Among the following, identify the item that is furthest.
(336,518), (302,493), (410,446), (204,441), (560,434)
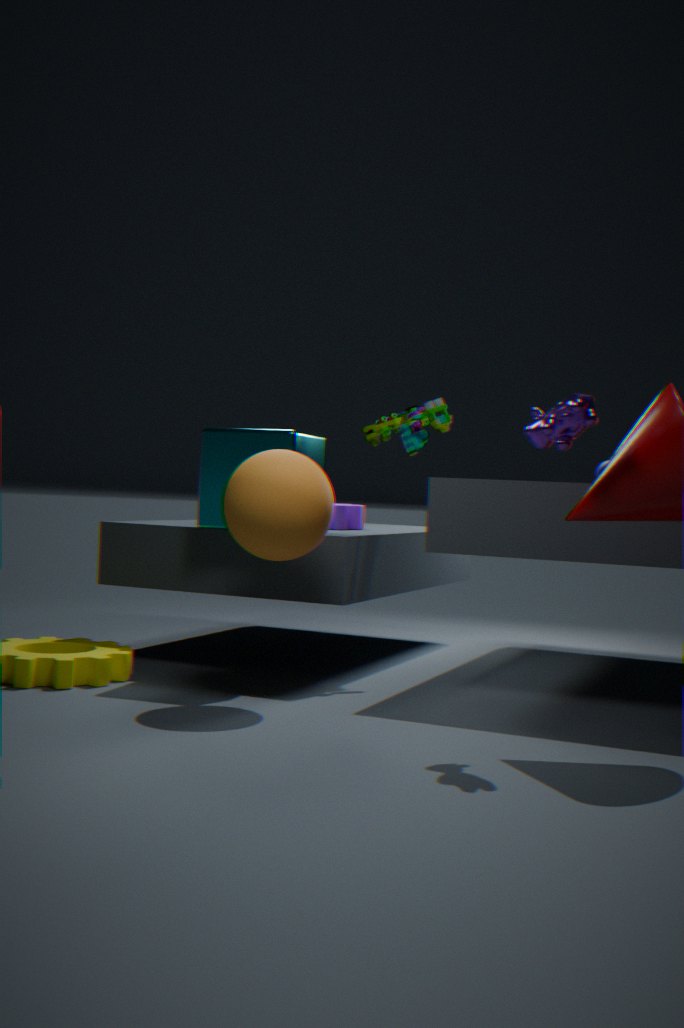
(336,518)
